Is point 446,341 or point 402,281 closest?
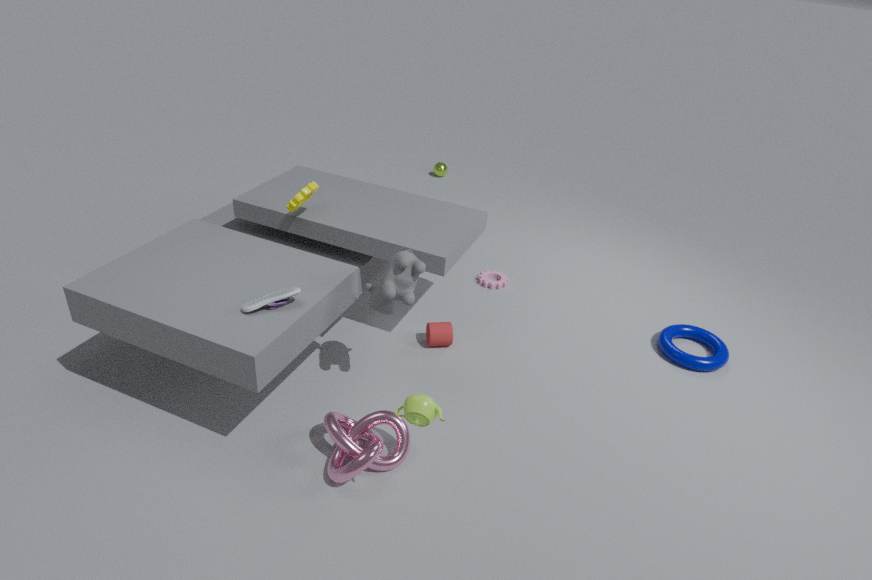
point 402,281
